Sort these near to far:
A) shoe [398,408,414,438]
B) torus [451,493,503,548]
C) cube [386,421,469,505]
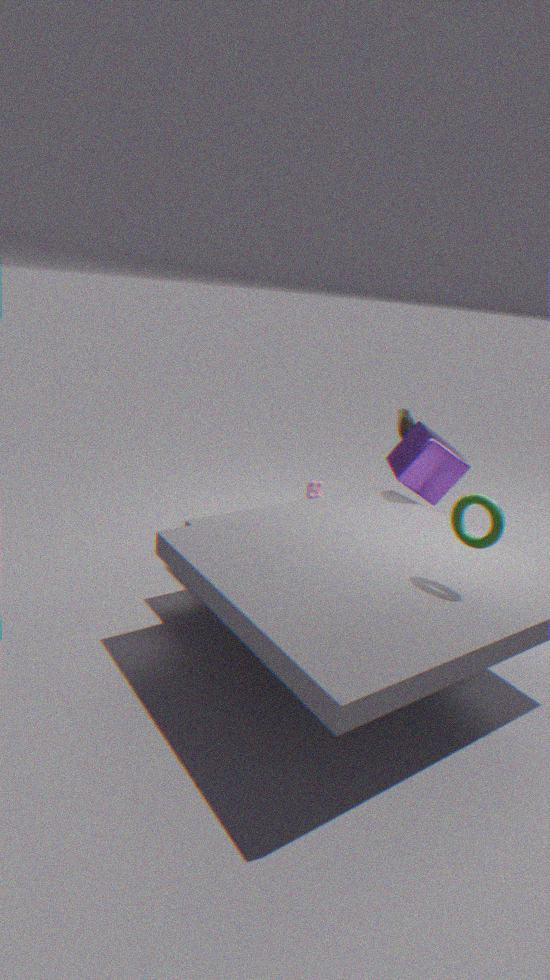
torus [451,493,503,548], cube [386,421,469,505], shoe [398,408,414,438]
